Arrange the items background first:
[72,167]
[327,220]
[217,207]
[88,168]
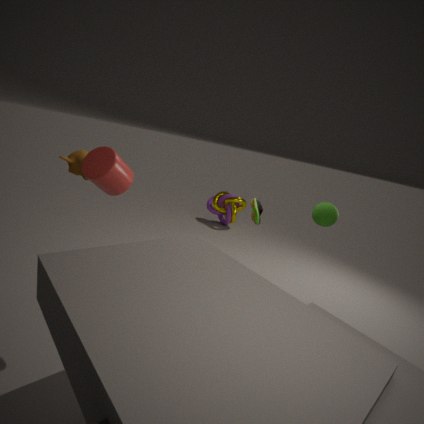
[217,207] < [327,220] < [72,167] < [88,168]
